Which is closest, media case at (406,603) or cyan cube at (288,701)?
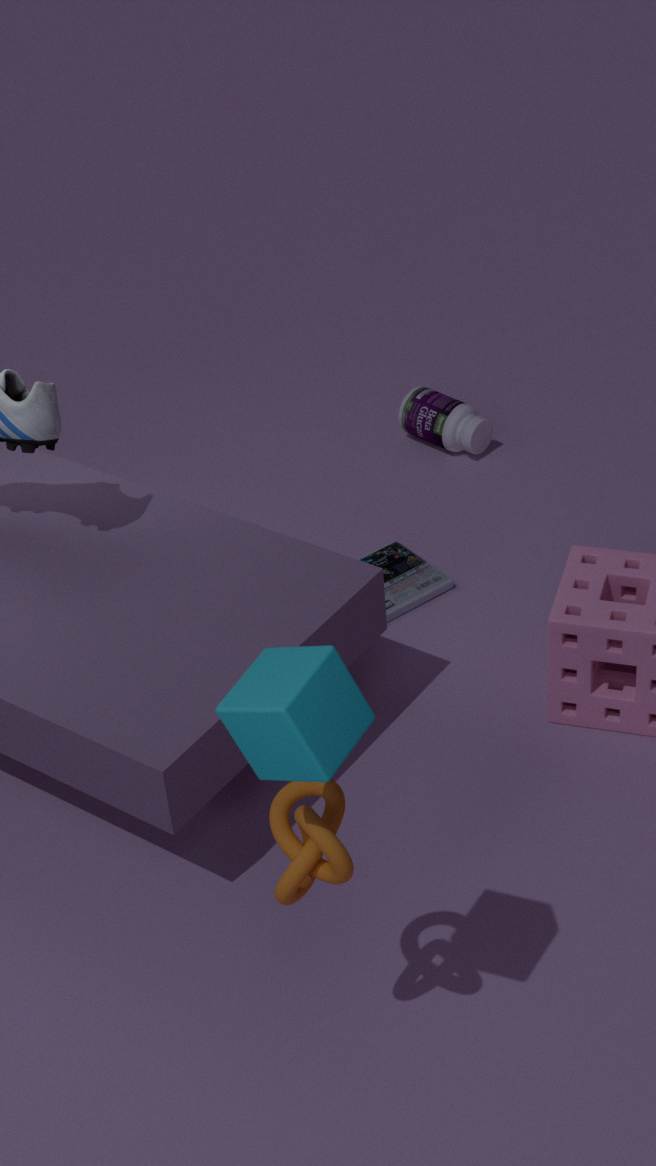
cyan cube at (288,701)
